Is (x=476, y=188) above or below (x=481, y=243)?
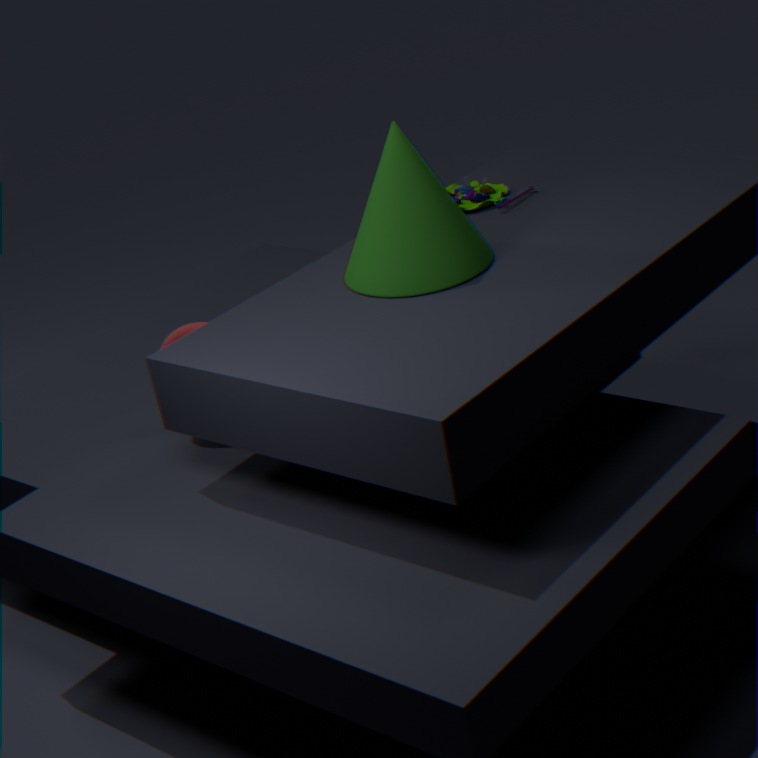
below
